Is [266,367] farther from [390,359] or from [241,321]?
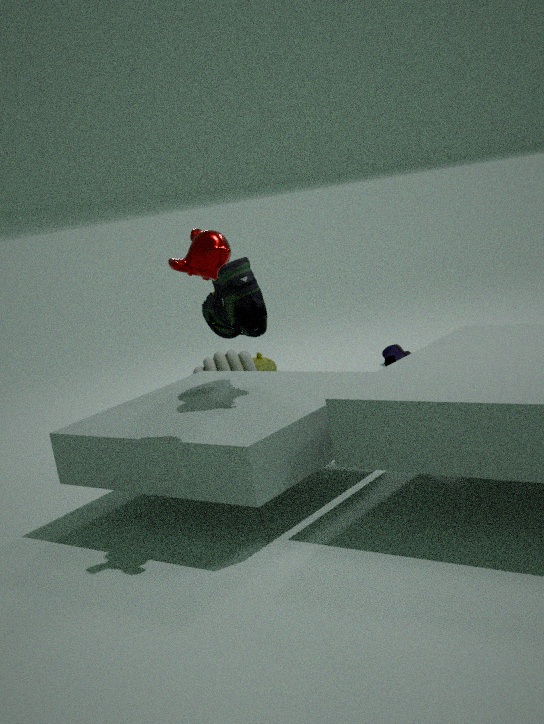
[241,321]
